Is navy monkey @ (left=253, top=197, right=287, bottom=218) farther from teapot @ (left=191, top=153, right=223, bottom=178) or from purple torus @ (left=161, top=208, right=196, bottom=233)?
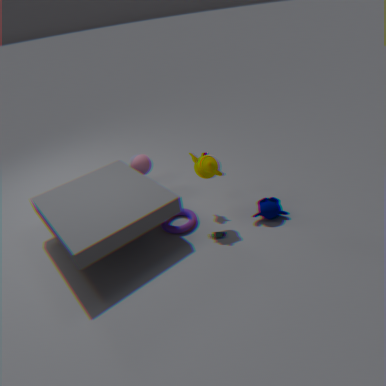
purple torus @ (left=161, top=208, right=196, bottom=233)
